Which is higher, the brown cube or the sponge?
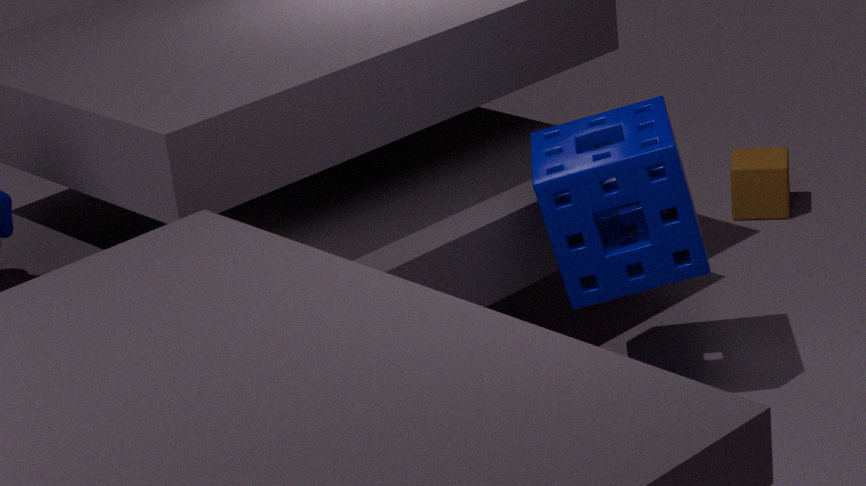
the sponge
